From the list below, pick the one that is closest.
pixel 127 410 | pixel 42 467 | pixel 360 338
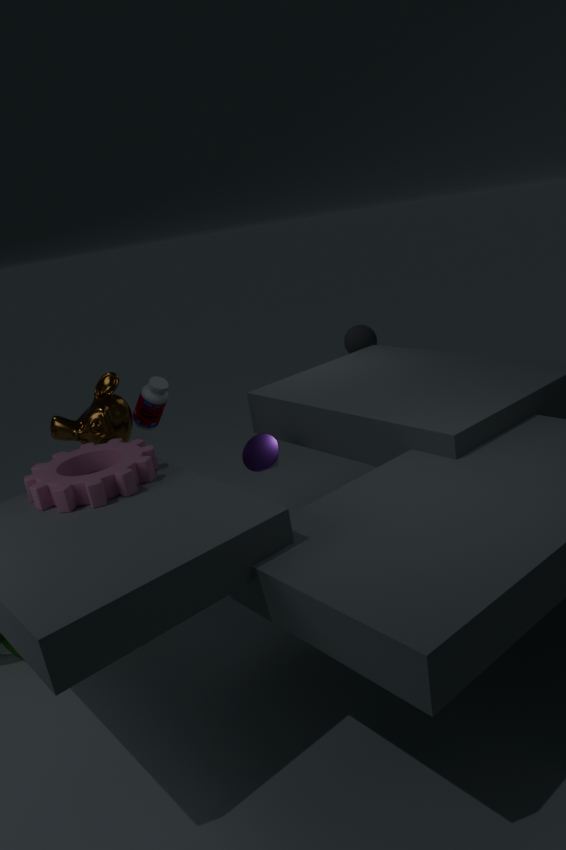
pixel 42 467
